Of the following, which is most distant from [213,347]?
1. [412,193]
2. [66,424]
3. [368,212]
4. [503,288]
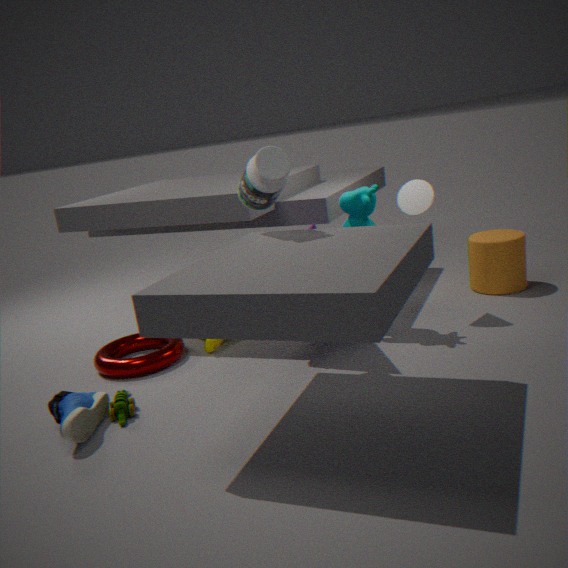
[503,288]
